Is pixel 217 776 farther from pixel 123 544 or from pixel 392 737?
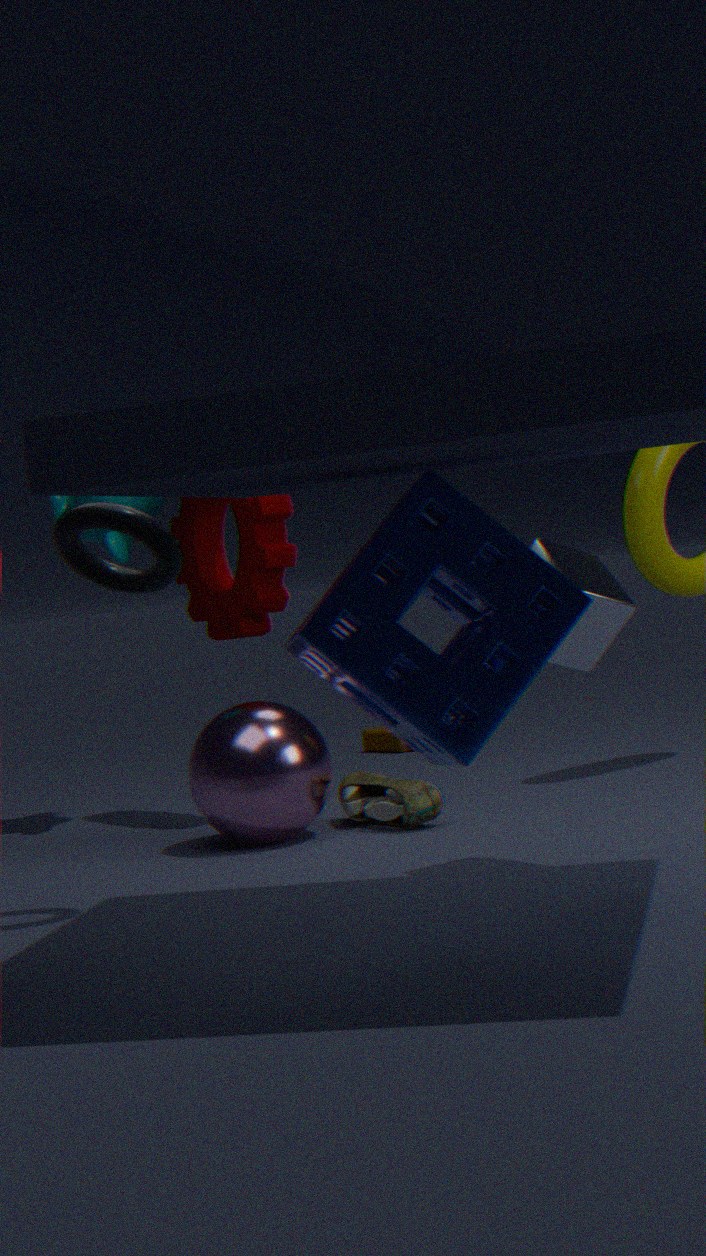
pixel 392 737
